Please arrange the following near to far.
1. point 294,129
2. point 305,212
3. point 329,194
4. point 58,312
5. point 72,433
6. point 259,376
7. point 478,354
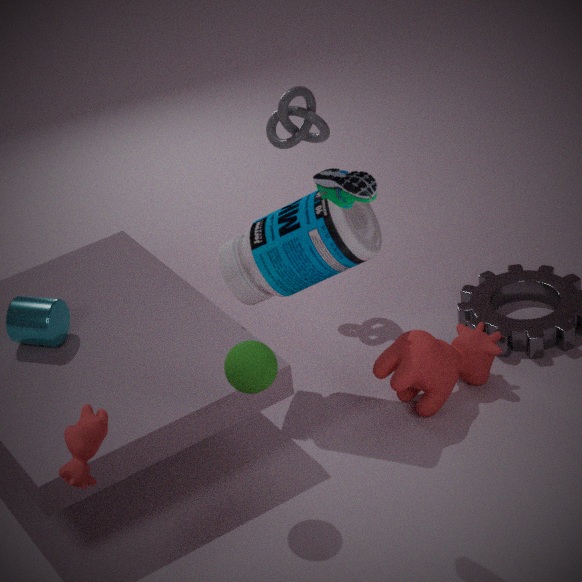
point 72,433, point 329,194, point 259,376, point 305,212, point 58,312, point 478,354, point 294,129
